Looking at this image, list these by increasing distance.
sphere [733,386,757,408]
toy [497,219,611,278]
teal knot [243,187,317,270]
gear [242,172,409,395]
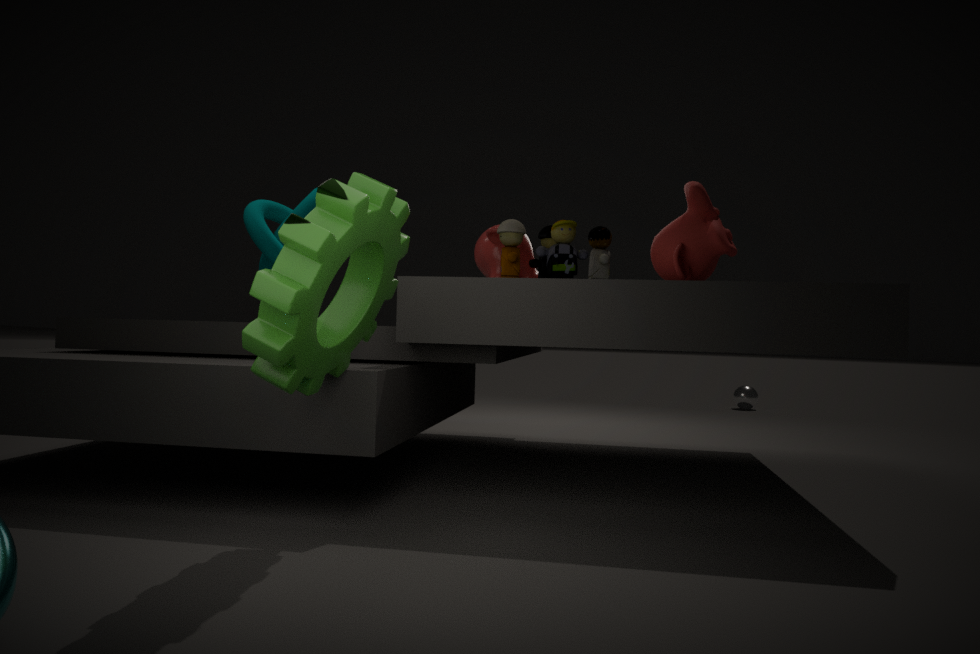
gear [242,172,409,395] → toy [497,219,611,278] → teal knot [243,187,317,270] → sphere [733,386,757,408]
